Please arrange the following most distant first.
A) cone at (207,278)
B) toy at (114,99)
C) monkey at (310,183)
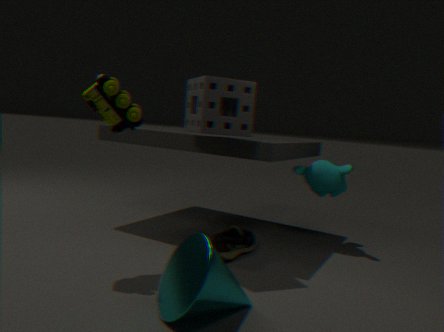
monkey at (310,183)
toy at (114,99)
cone at (207,278)
